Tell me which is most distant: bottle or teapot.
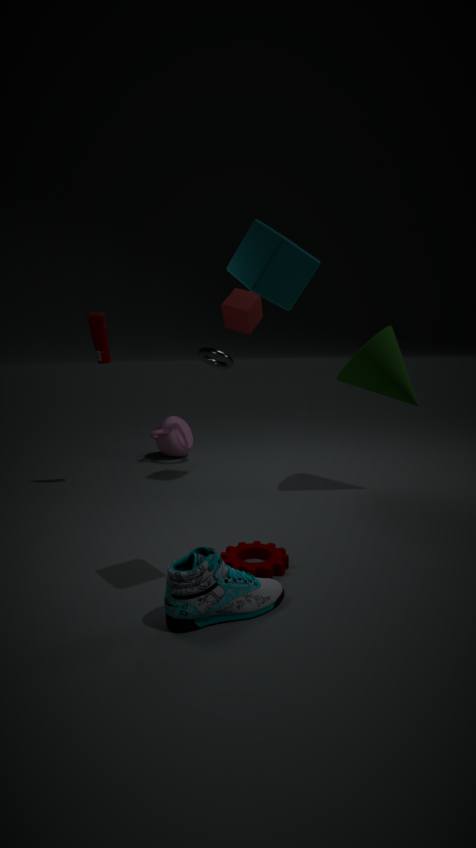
teapot
